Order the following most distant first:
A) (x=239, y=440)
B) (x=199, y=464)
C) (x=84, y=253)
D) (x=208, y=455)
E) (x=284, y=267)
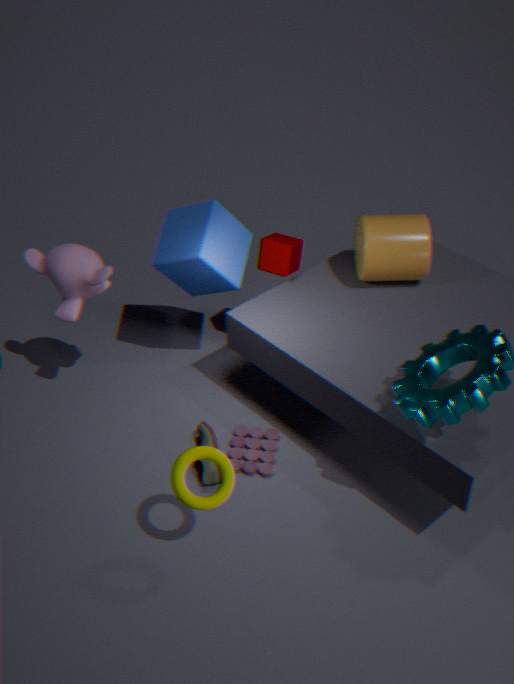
(x=284, y=267) < (x=239, y=440) < (x=199, y=464) < (x=84, y=253) < (x=208, y=455)
